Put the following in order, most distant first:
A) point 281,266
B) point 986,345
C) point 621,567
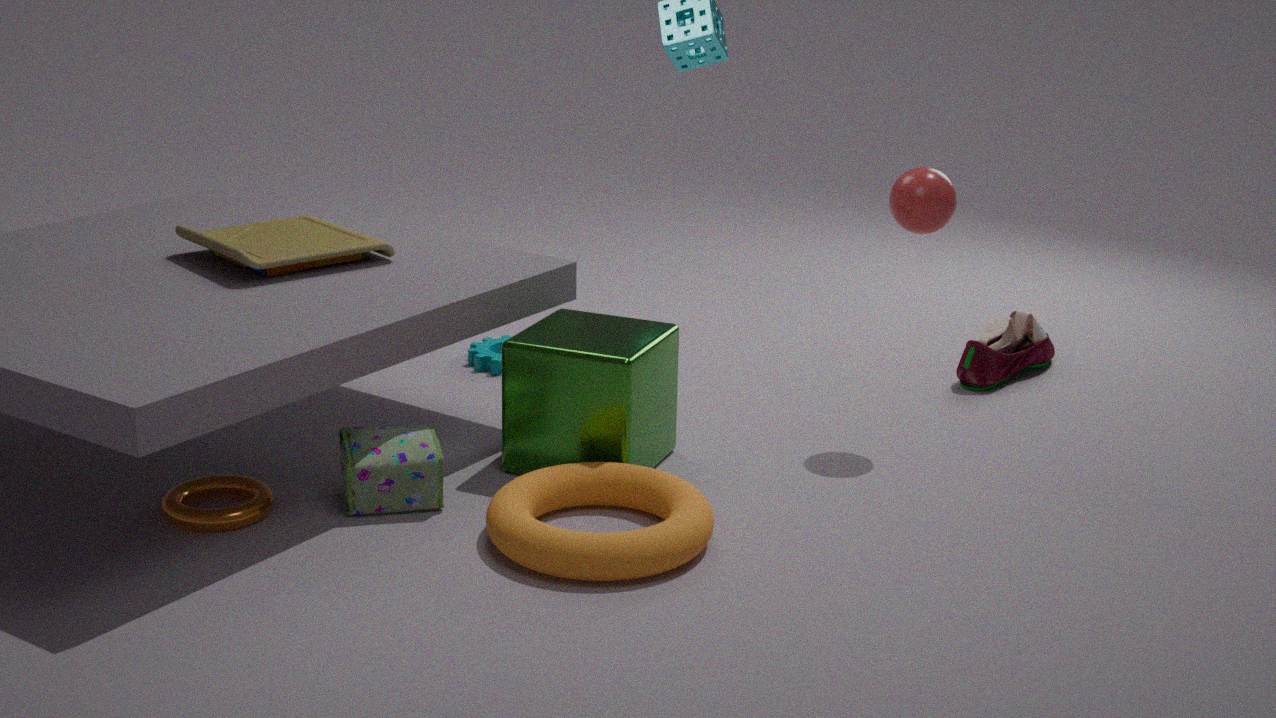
1. point 986,345
2. point 281,266
3. point 621,567
